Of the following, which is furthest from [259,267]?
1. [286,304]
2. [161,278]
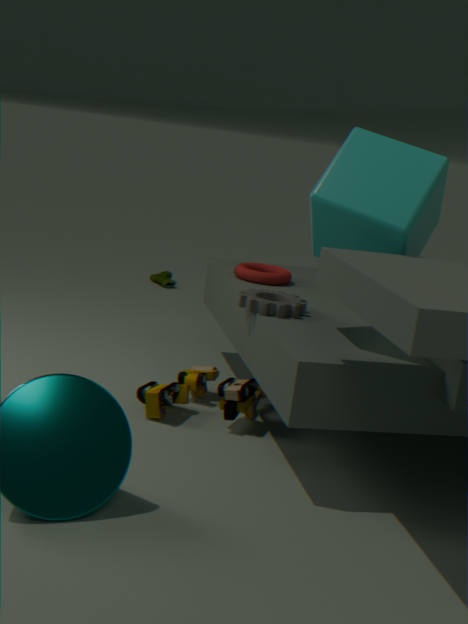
[161,278]
